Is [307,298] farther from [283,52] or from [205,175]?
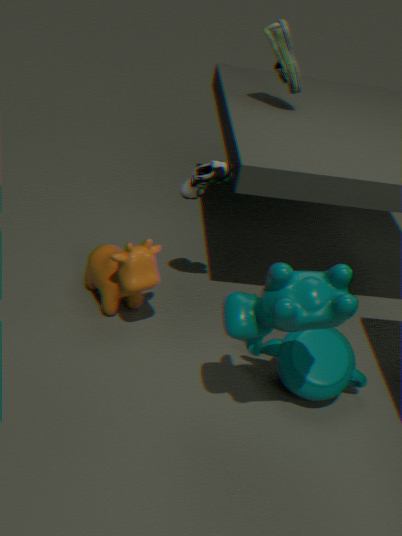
[283,52]
